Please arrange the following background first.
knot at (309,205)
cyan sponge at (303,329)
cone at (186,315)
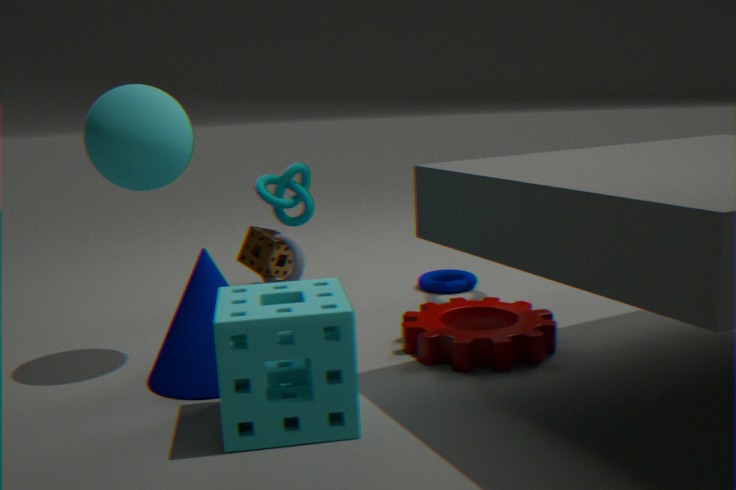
knot at (309,205) < cone at (186,315) < cyan sponge at (303,329)
